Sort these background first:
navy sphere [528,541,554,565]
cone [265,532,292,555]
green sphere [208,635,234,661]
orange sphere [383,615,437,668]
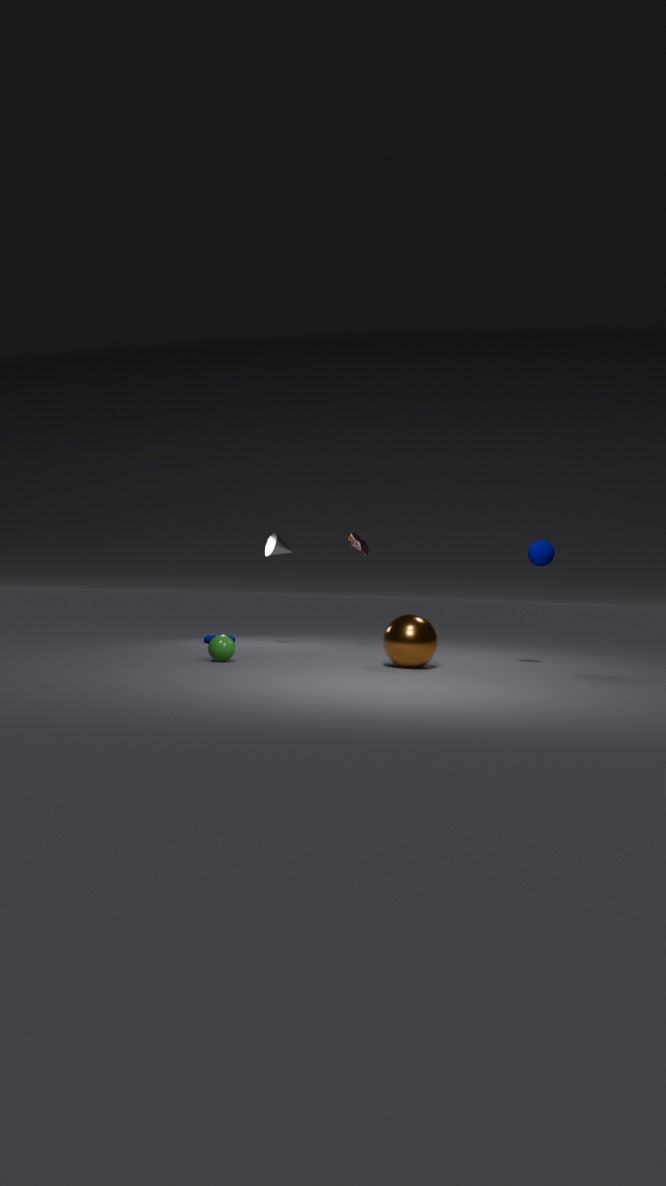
1. cone [265,532,292,555]
2. navy sphere [528,541,554,565]
3. green sphere [208,635,234,661]
4. orange sphere [383,615,437,668]
